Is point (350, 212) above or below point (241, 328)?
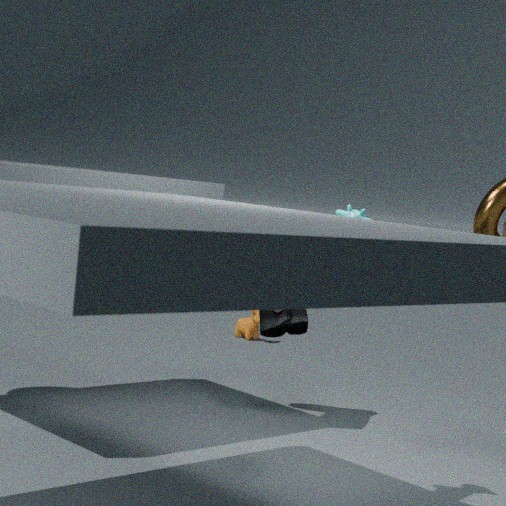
above
